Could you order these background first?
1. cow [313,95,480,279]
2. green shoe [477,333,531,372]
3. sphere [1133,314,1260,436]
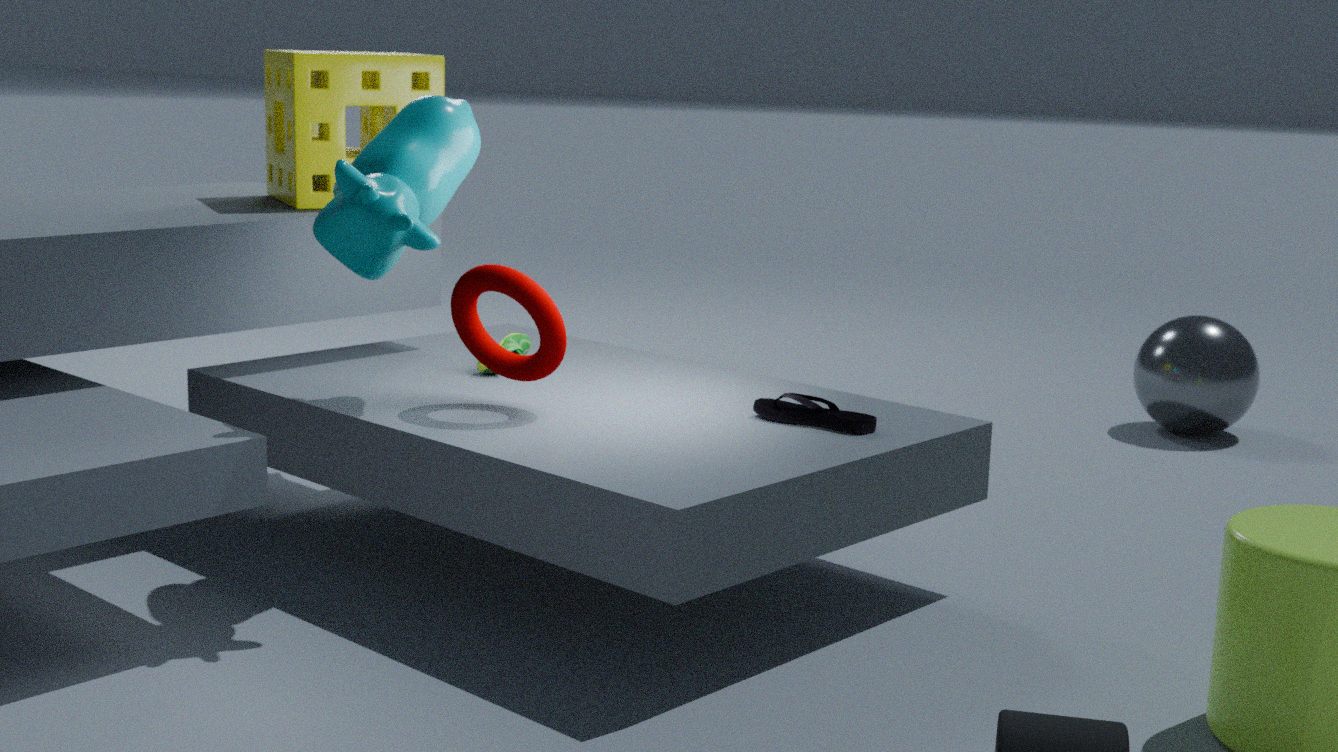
sphere [1133,314,1260,436] → green shoe [477,333,531,372] → cow [313,95,480,279]
